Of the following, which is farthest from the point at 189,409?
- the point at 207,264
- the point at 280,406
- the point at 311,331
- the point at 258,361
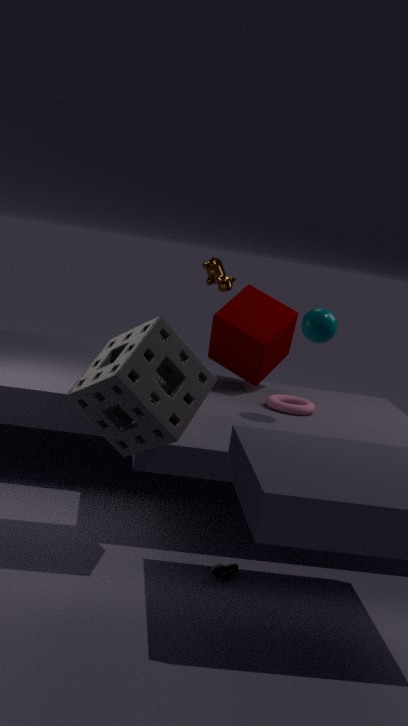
the point at 207,264
